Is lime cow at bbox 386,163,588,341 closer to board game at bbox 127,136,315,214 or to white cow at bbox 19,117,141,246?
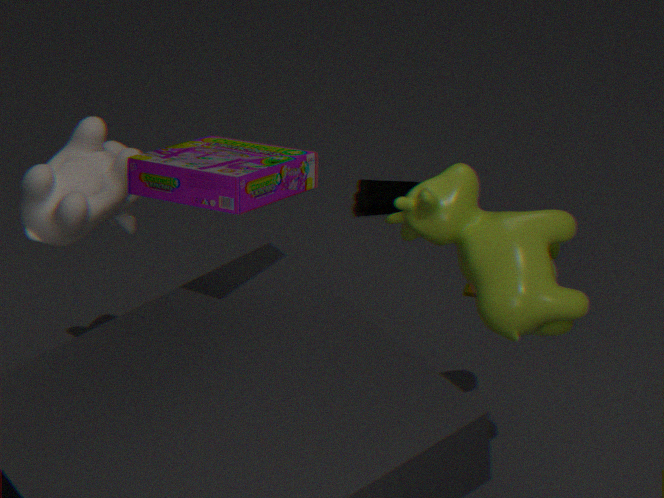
board game at bbox 127,136,315,214
